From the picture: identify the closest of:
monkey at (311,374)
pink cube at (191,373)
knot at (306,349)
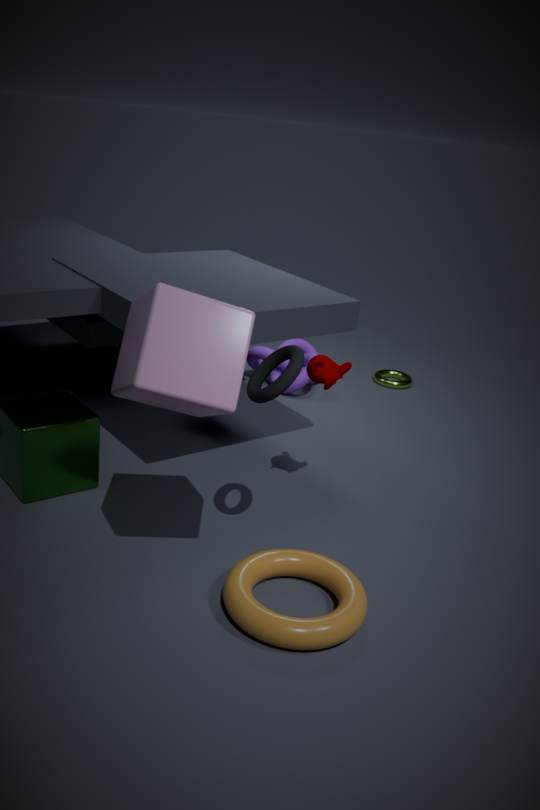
pink cube at (191,373)
